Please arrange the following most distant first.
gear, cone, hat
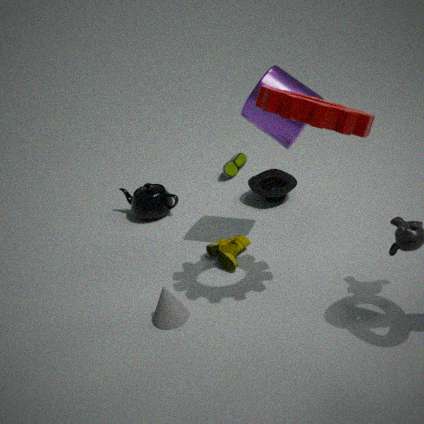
hat, cone, gear
